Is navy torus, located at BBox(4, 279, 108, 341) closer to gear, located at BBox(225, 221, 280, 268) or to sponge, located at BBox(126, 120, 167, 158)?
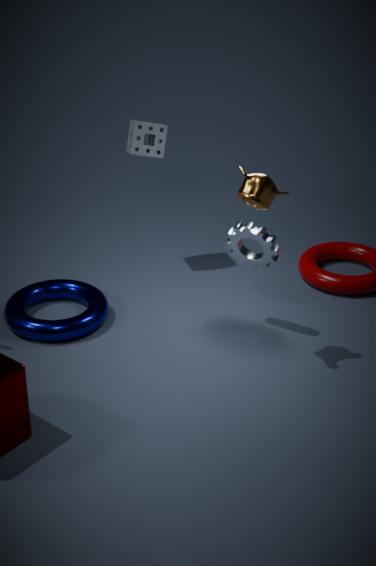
gear, located at BBox(225, 221, 280, 268)
